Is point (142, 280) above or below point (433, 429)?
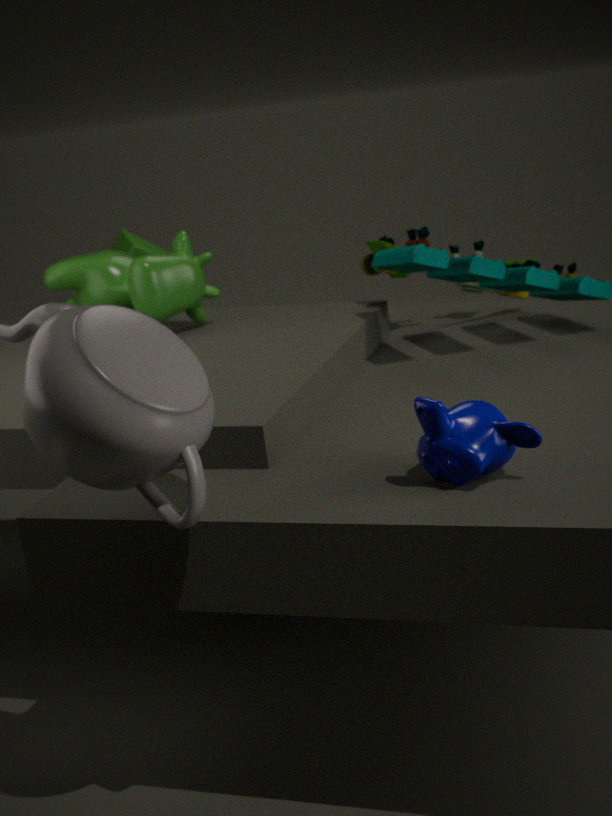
above
